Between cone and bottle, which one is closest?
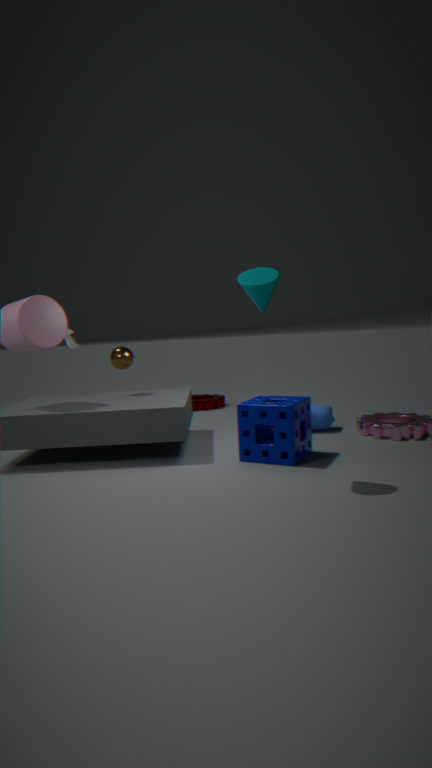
cone
